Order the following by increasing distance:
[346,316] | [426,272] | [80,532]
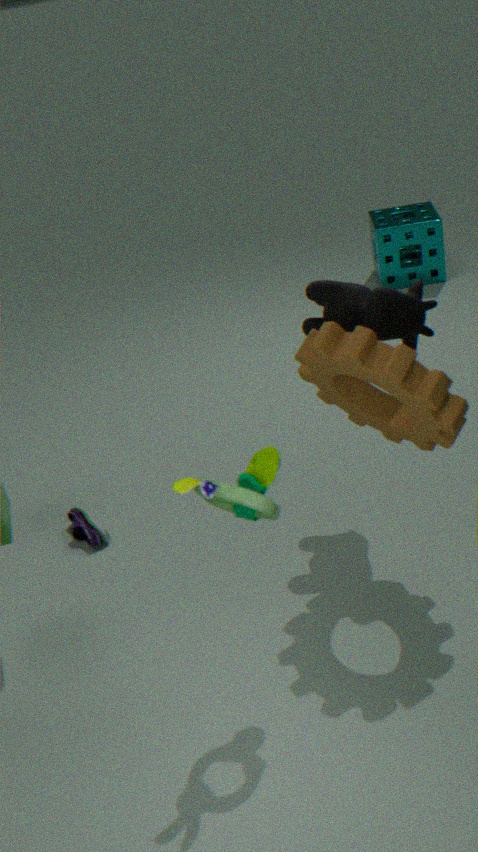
[346,316] → [80,532] → [426,272]
